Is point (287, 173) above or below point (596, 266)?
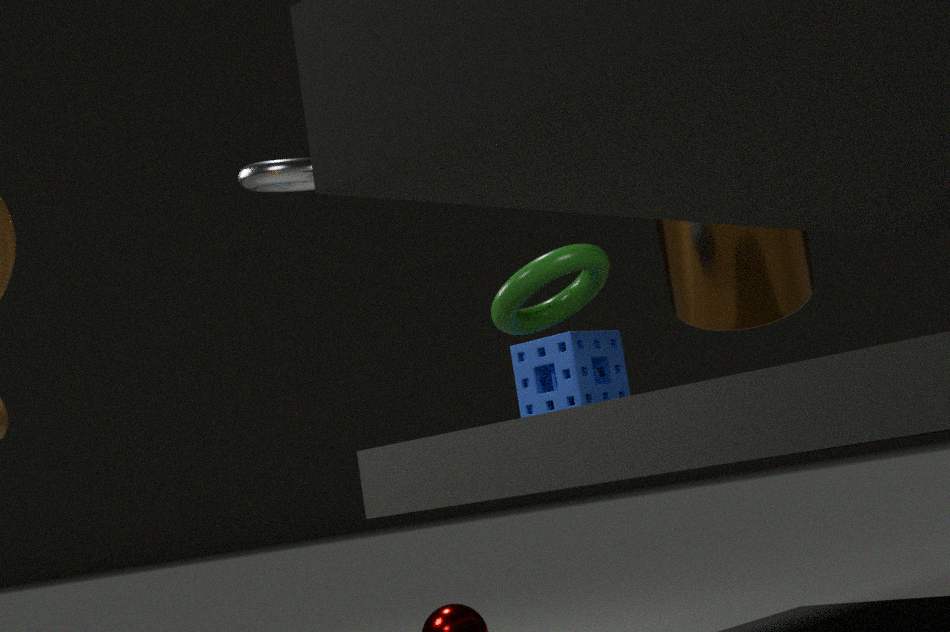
above
